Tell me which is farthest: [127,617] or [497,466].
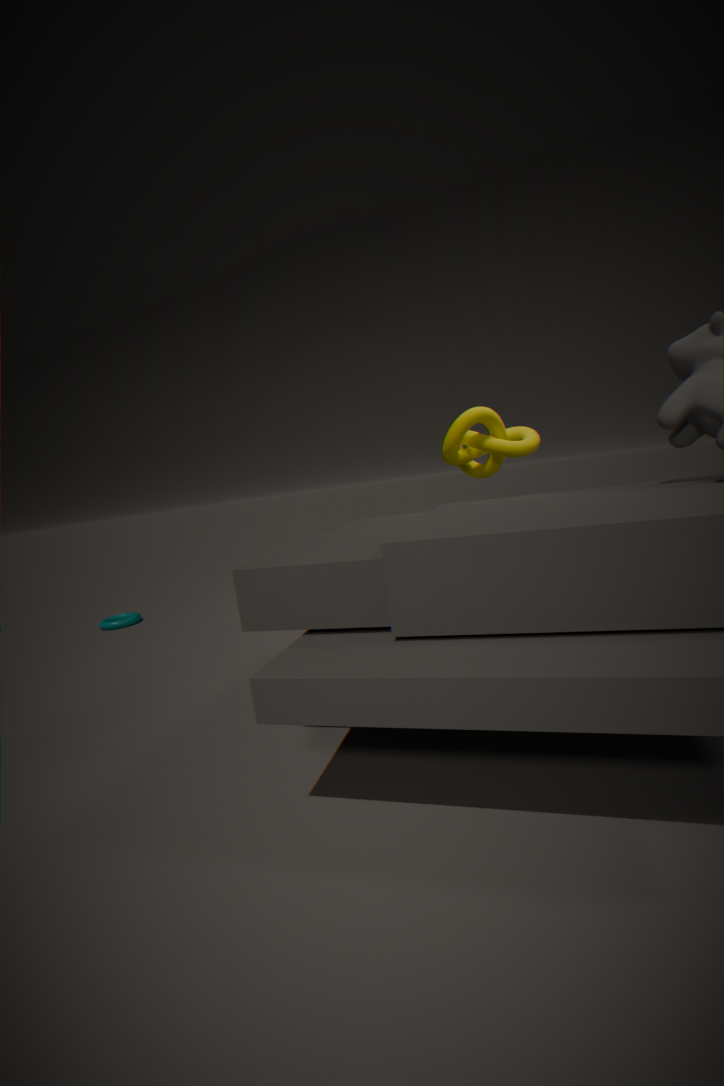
[127,617]
